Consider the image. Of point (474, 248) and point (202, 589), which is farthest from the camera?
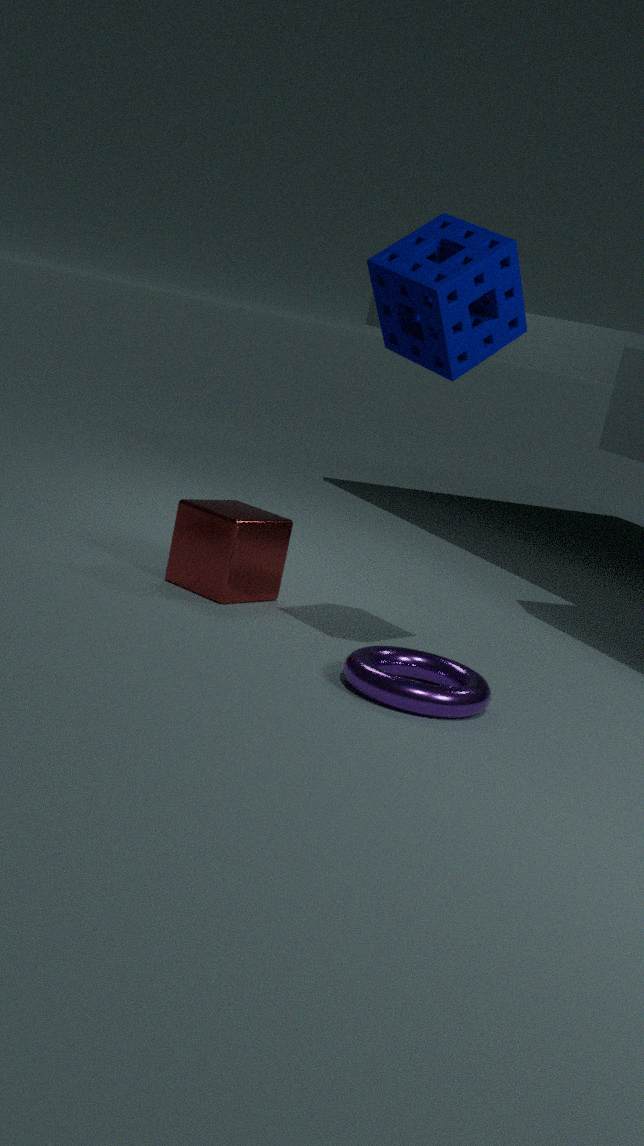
point (202, 589)
